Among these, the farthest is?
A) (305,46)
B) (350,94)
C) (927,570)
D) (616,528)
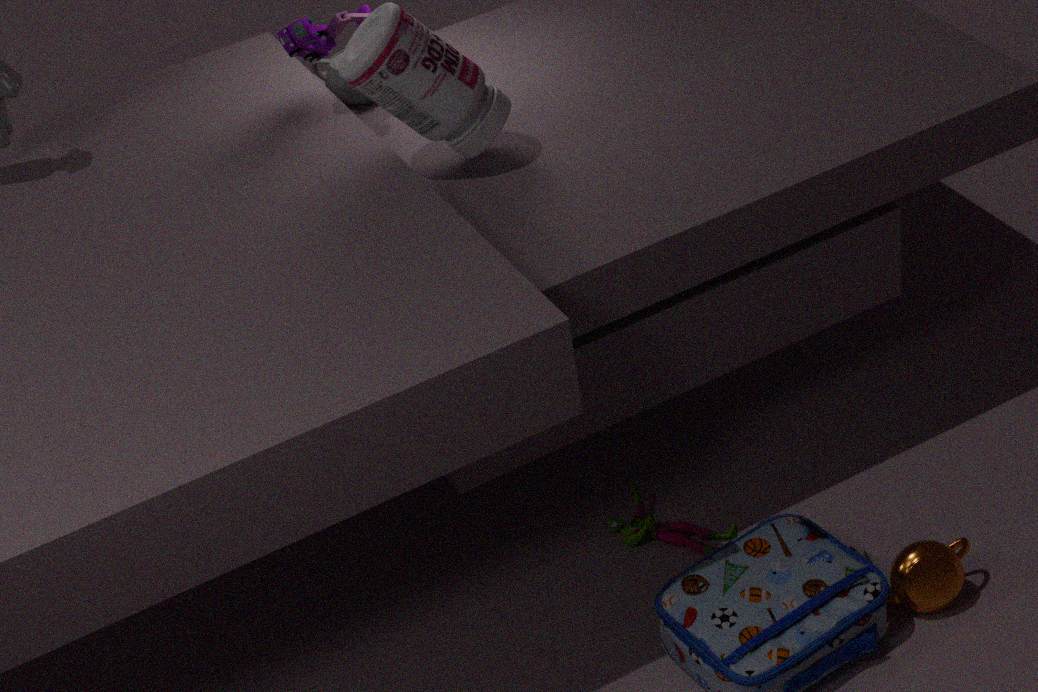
(350,94)
